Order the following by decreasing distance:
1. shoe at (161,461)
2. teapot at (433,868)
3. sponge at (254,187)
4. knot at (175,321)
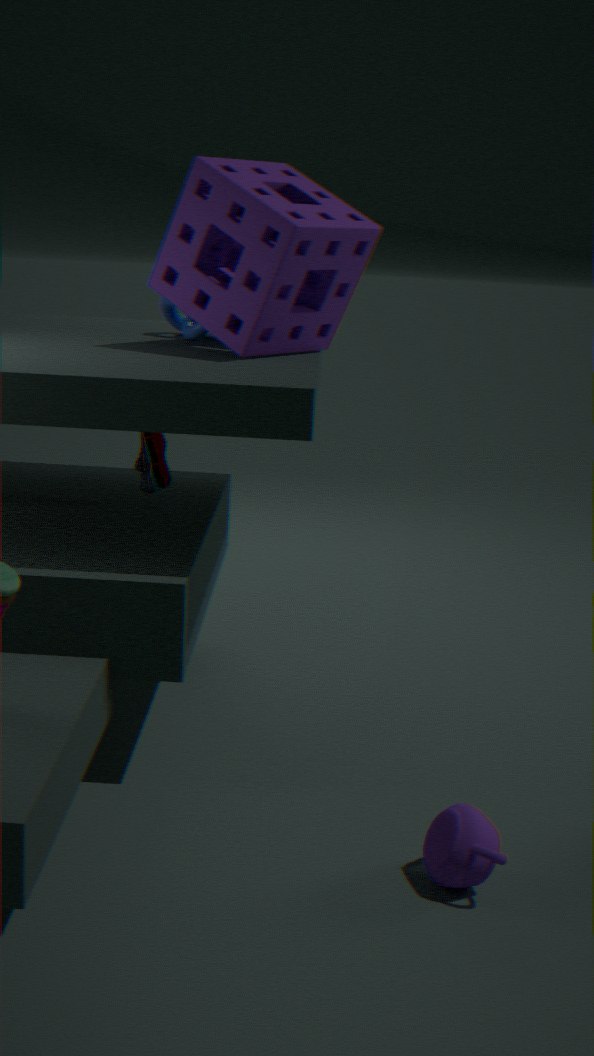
1. knot at (175,321)
2. shoe at (161,461)
3. sponge at (254,187)
4. teapot at (433,868)
